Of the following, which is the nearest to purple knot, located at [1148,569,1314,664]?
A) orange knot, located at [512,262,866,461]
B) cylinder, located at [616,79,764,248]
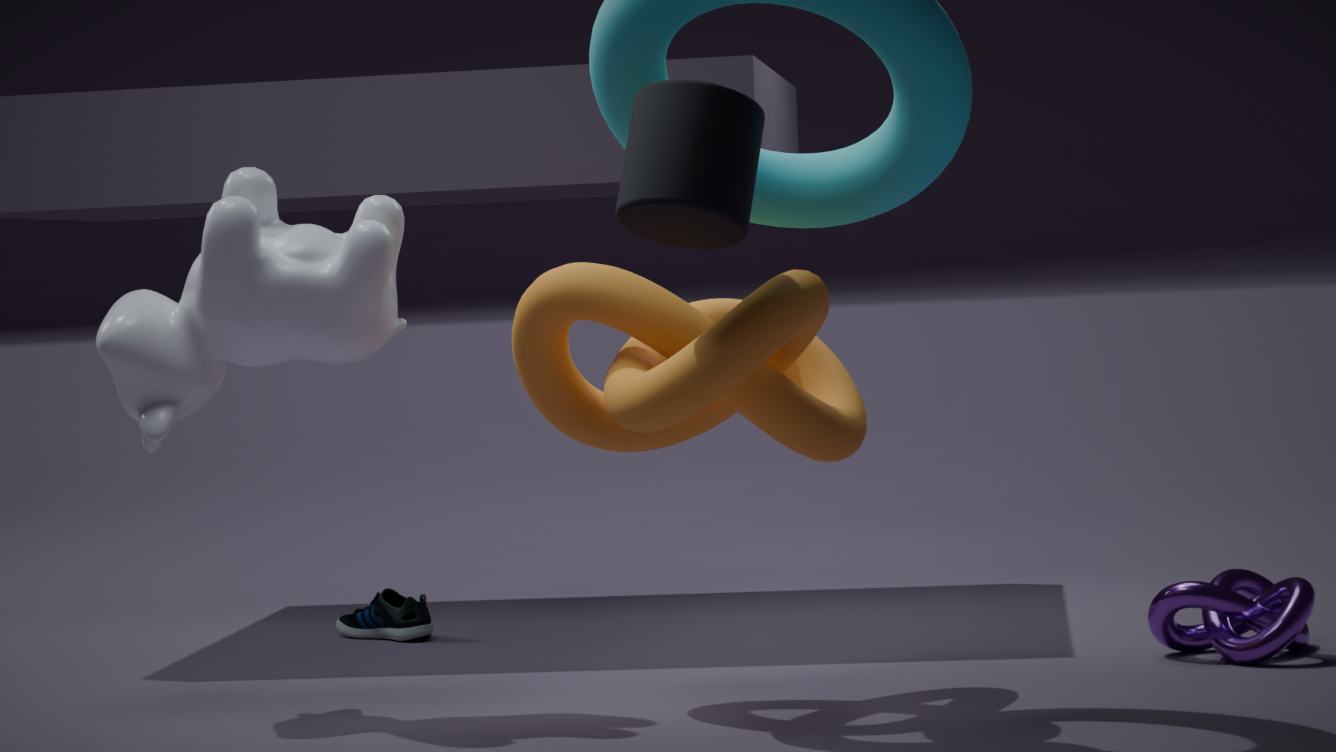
orange knot, located at [512,262,866,461]
